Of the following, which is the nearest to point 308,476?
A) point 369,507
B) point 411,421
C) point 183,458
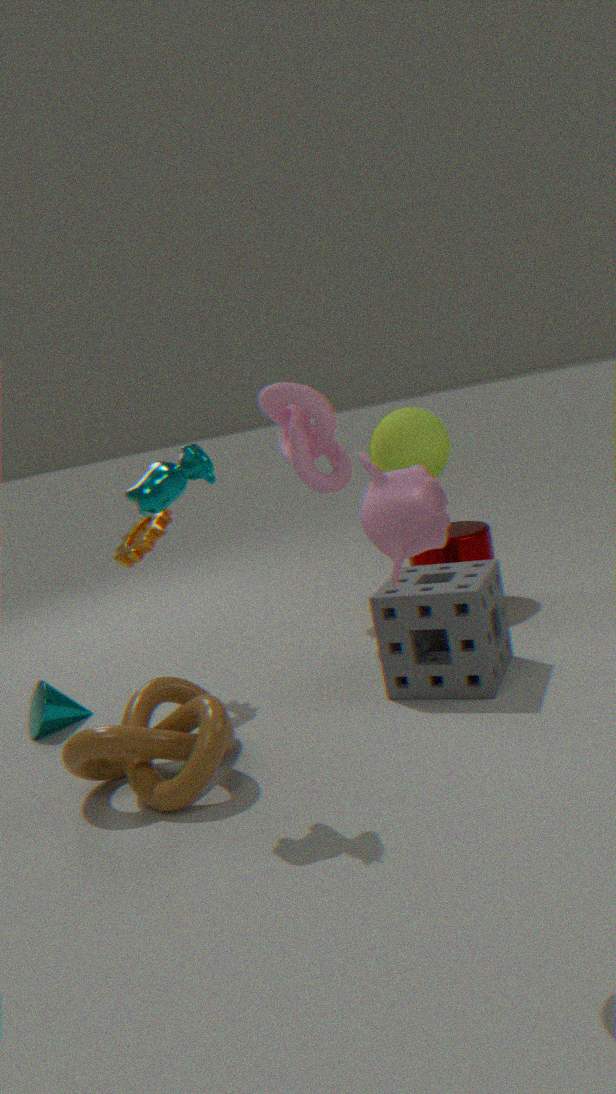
point 411,421
